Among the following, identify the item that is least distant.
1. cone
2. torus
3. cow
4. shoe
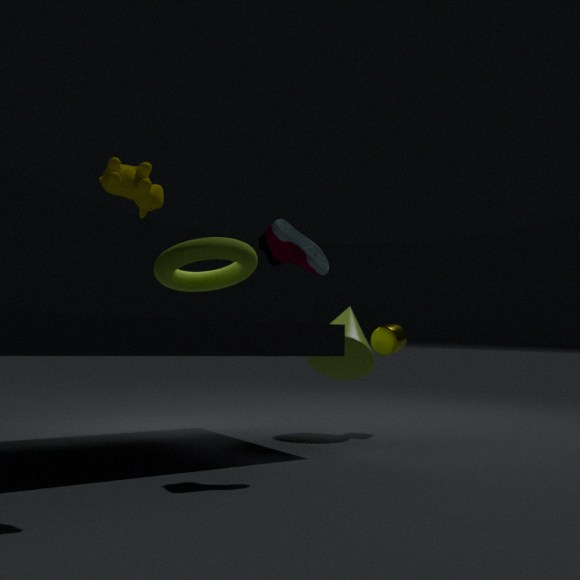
cow
